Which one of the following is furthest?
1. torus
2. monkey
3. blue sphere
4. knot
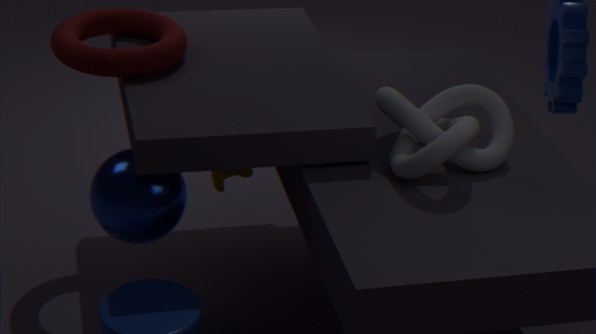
monkey
